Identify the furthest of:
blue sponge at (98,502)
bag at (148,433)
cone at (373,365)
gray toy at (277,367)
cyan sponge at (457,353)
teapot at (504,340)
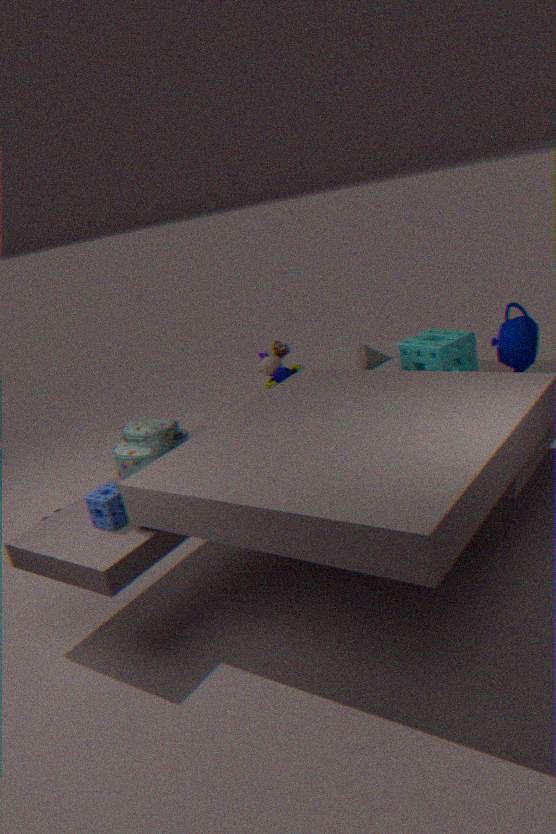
gray toy at (277,367)
